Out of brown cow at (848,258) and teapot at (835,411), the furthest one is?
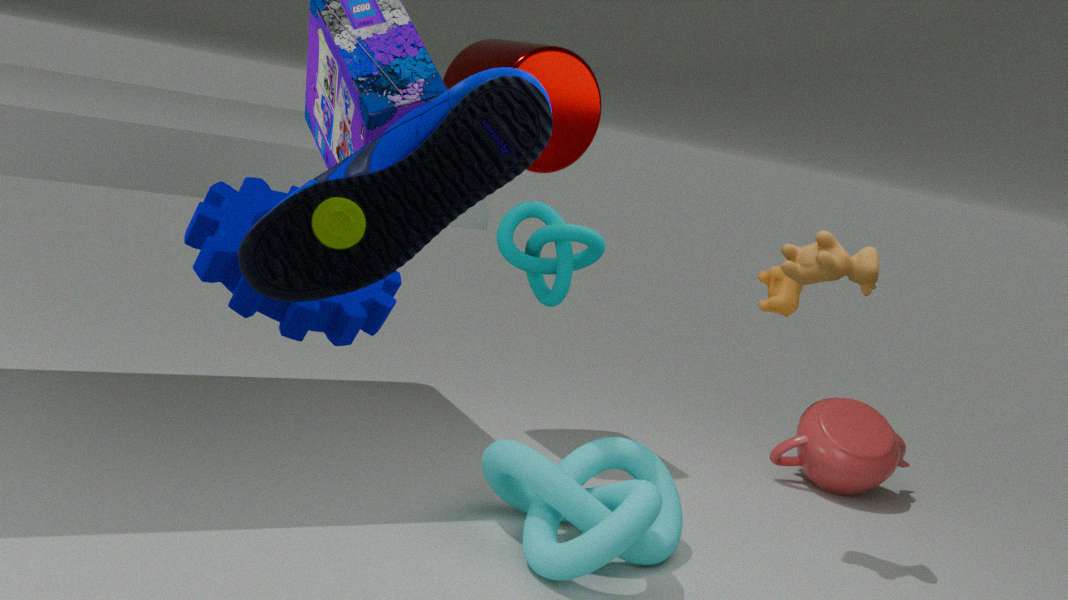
teapot at (835,411)
